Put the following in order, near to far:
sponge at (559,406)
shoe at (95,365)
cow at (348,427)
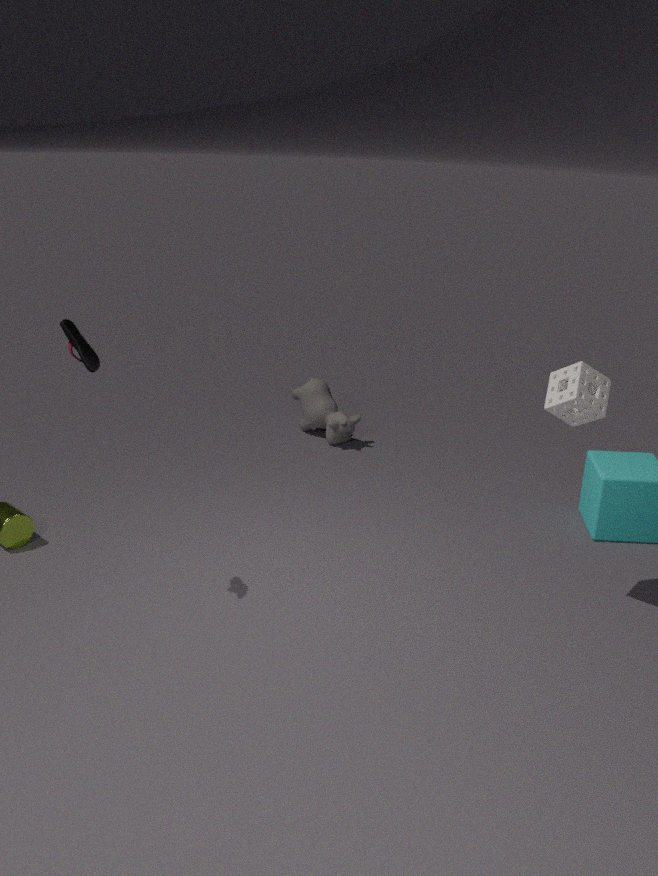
shoe at (95,365)
sponge at (559,406)
cow at (348,427)
